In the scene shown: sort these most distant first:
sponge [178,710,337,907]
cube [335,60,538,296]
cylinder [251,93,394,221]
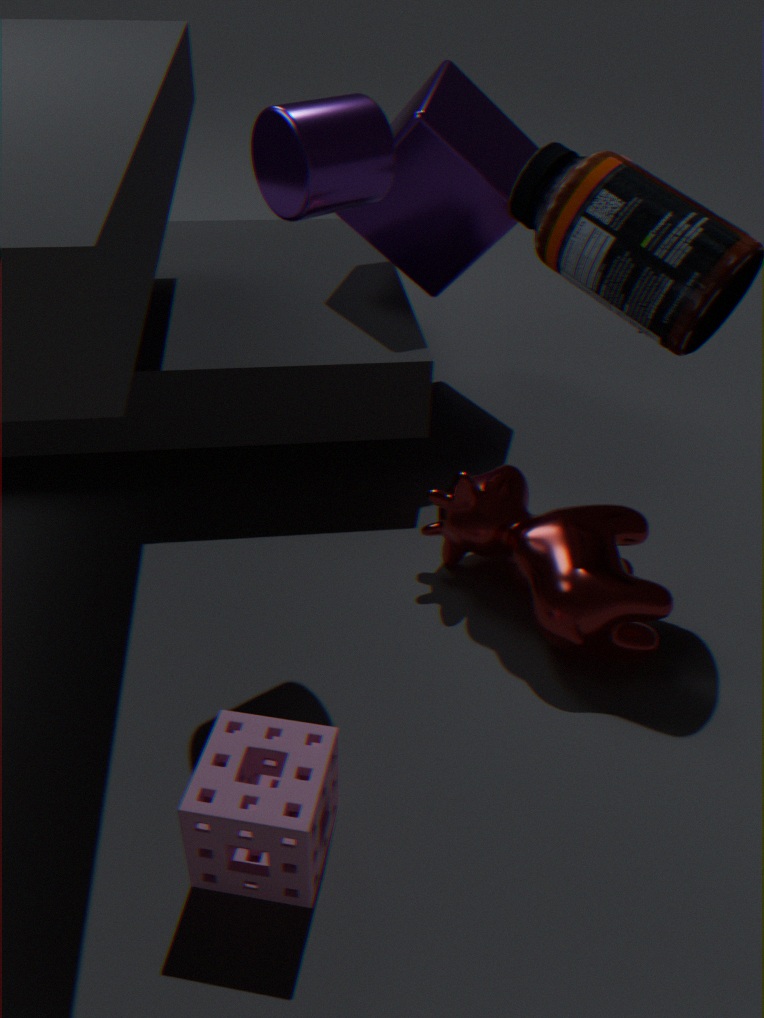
cube [335,60,538,296] → cylinder [251,93,394,221] → sponge [178,710,337,907]
